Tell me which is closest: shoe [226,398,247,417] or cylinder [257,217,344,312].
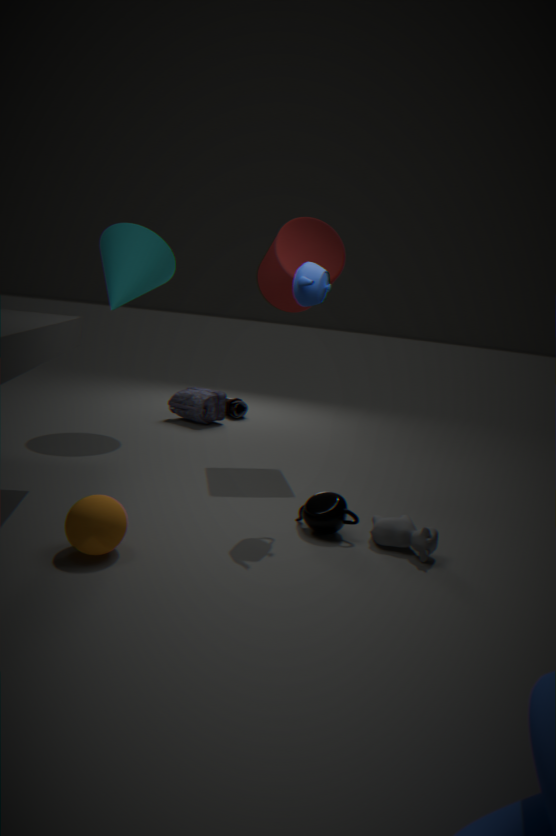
cylinder [257,217,344,312]
